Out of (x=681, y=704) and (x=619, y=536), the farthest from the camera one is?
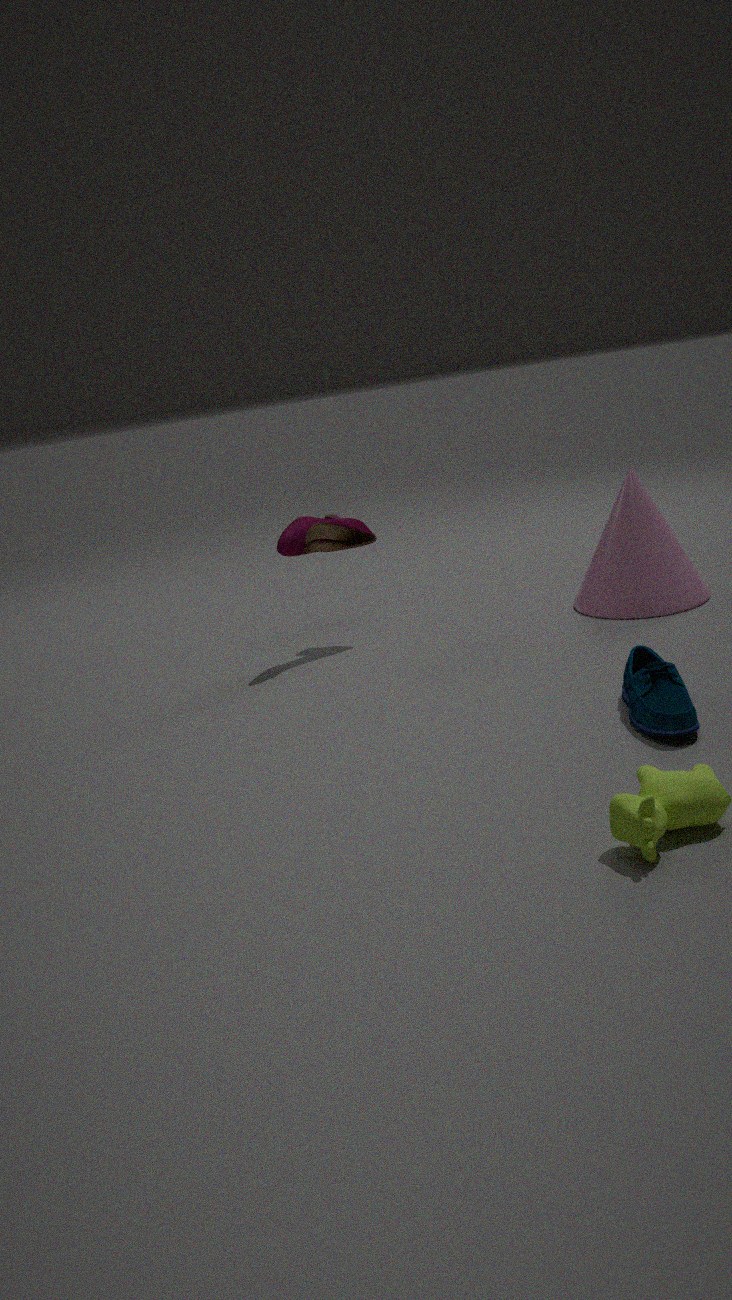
(x=619, y=536)
